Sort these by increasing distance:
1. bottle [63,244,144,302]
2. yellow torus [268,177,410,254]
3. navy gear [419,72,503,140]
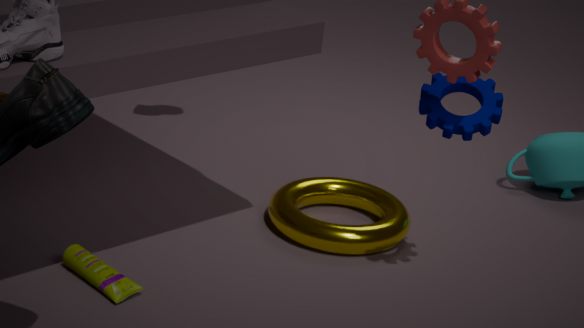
1. navy gear [419,72,503,140]
2. bottle [63,244,144,302]
3. yellow torus [268,177,410,254]
